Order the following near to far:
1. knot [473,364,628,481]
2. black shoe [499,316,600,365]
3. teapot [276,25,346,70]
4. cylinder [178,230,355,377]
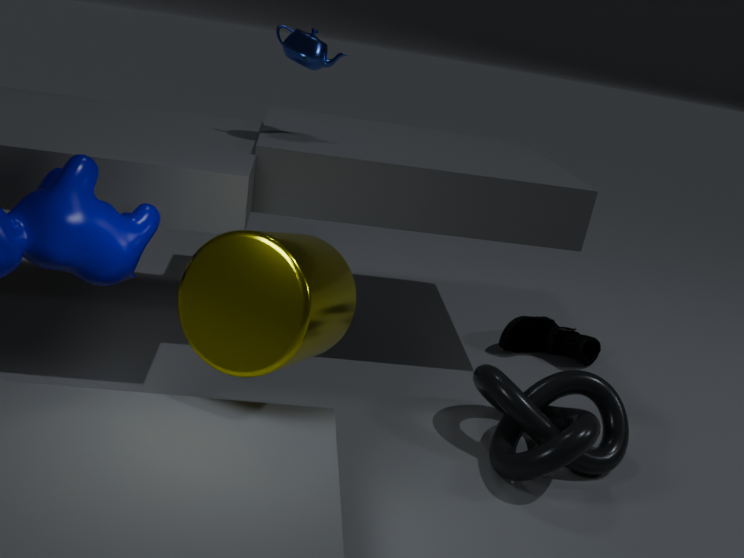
cylinder [178,230,355,377] < knot [473,364,628,481] < teapot [276,25,346,70] < black shoe [499,316,600,365]
